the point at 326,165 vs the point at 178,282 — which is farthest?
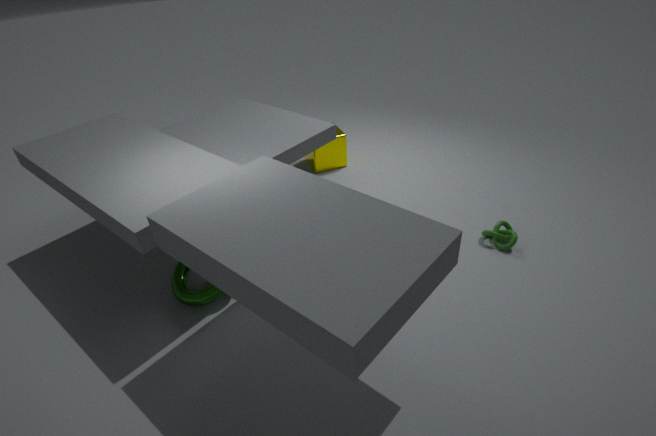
the point at 326,165
